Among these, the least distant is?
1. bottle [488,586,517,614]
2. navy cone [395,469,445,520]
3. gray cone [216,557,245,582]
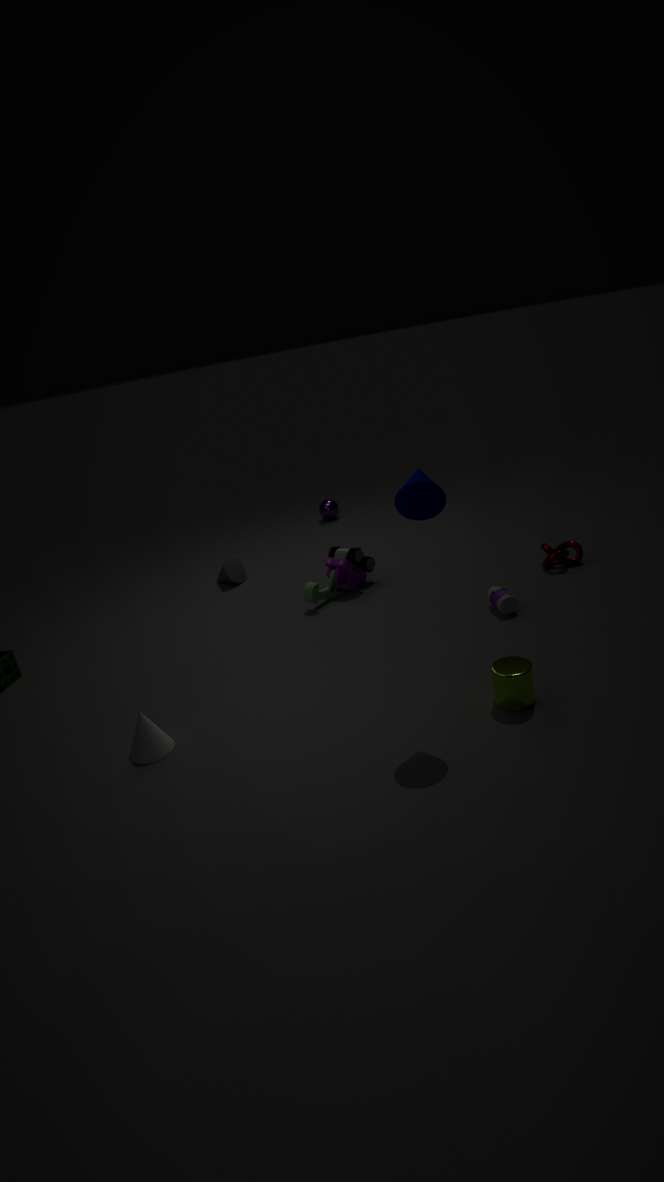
navy cone [395,469,445,520]
